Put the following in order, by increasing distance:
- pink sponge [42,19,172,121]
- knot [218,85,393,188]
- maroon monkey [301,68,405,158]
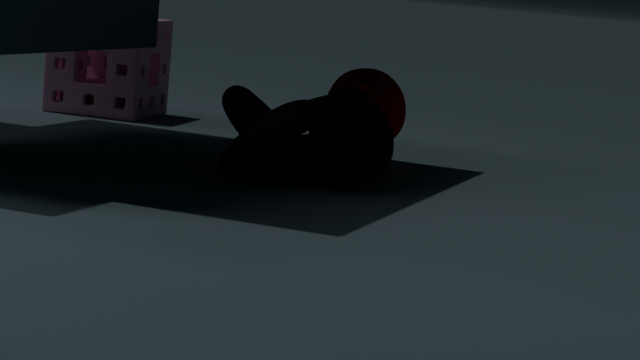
knot [218,85,393,188] → maroon monkey [301,68,405,158] → pink sponge [42,19,172,121]
